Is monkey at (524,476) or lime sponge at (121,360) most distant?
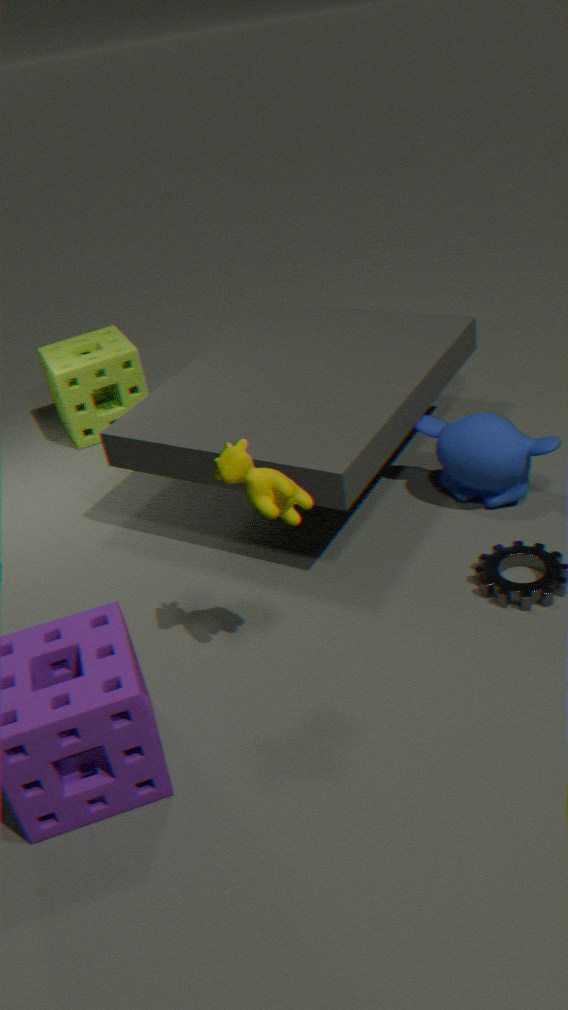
lime sponge at (121,360)
